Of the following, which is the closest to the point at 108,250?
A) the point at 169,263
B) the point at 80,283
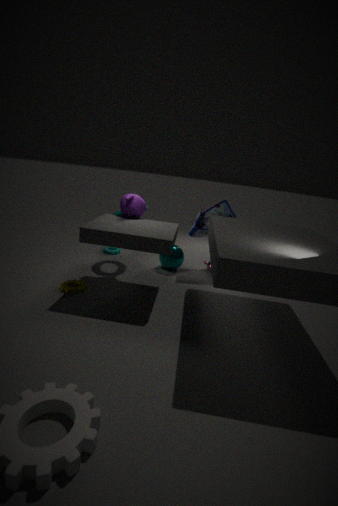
the point at 169,263
